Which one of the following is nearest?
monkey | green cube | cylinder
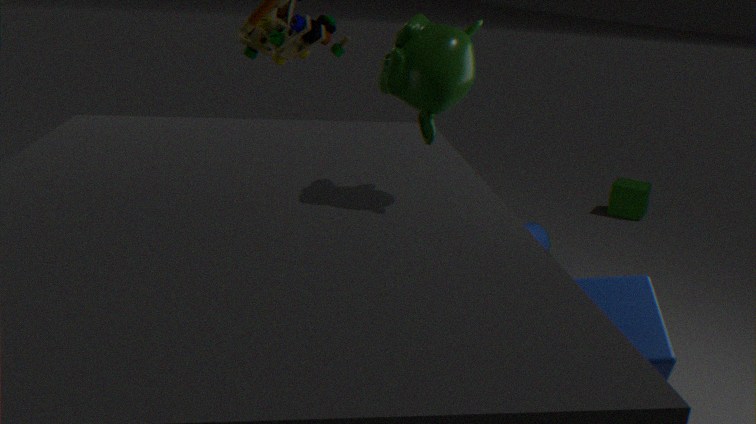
monkey
